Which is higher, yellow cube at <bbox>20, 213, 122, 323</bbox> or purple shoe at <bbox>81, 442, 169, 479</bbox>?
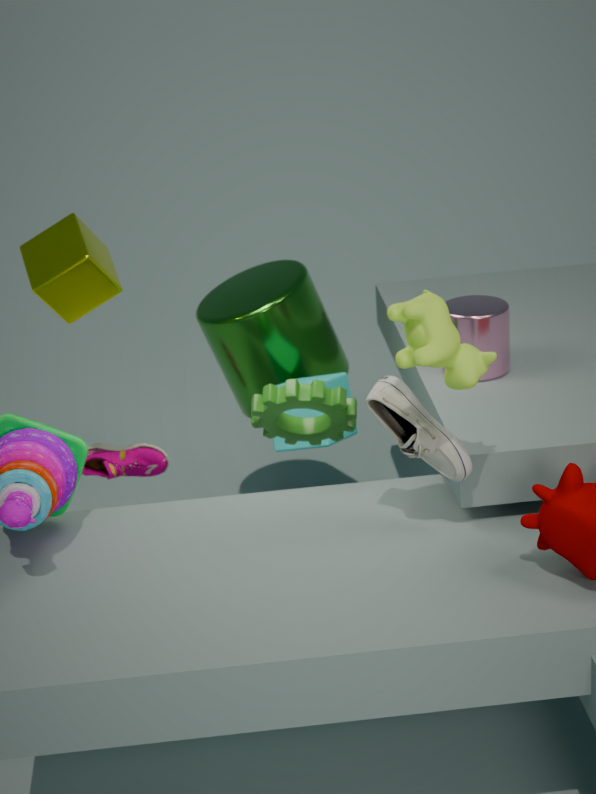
yellow cube at <bbox>20, 213, 122, 323</bbox>
